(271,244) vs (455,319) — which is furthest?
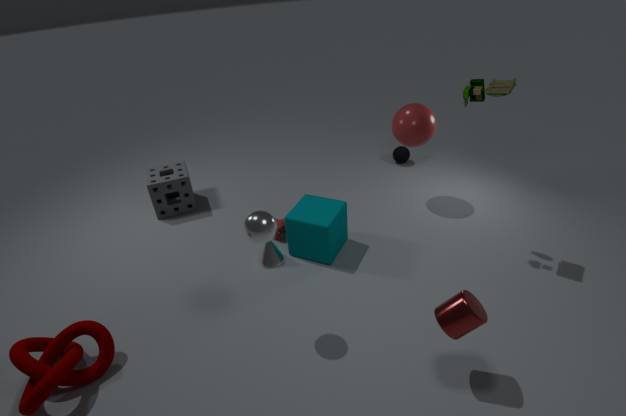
(271,244)
